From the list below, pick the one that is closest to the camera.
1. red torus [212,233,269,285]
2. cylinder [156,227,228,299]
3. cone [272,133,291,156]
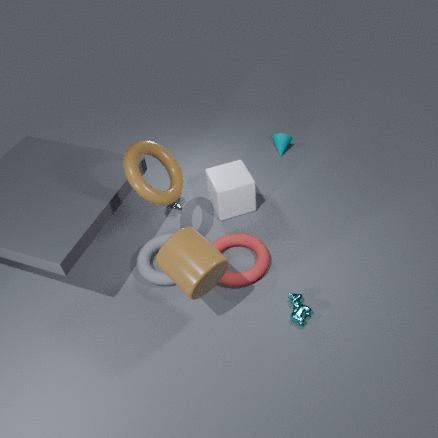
cylinder [156,227,228,299]
